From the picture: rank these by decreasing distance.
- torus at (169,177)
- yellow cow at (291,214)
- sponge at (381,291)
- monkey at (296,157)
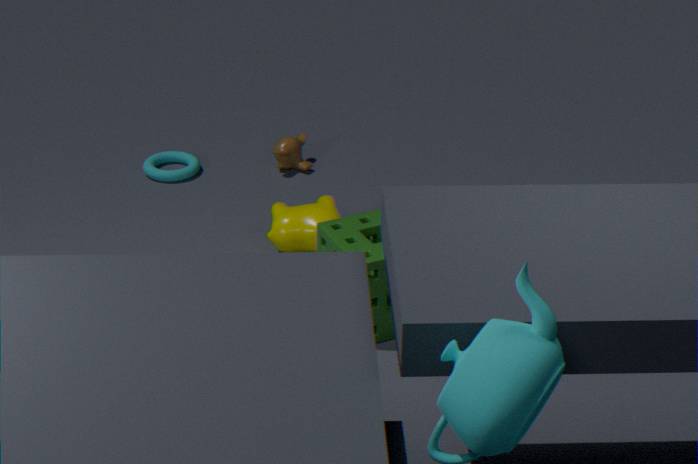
monkey at (296,157), torus at (169,177), yellow cow at (291,214), sponge at (381,291)
